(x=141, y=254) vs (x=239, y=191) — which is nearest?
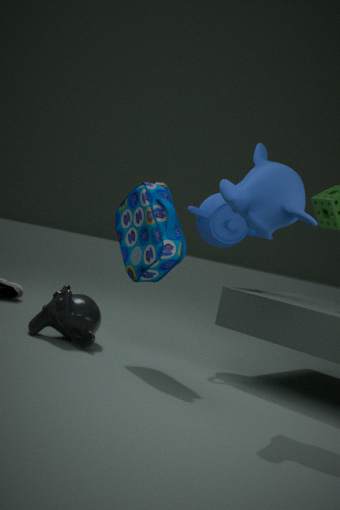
(x=239, y=191)
